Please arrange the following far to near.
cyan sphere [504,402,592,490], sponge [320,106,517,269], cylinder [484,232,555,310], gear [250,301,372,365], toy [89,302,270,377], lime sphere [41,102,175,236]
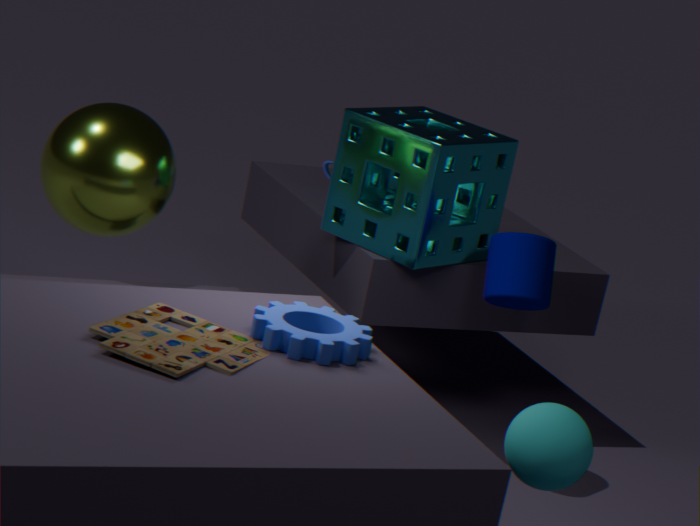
sponge [320,106,517,269], cylinder [484,232,555,310], lime sphere [41,102,175,236], gear [250,301,372,365], toy [89,302,270,377], cyan sphere [504,402,592,490]
